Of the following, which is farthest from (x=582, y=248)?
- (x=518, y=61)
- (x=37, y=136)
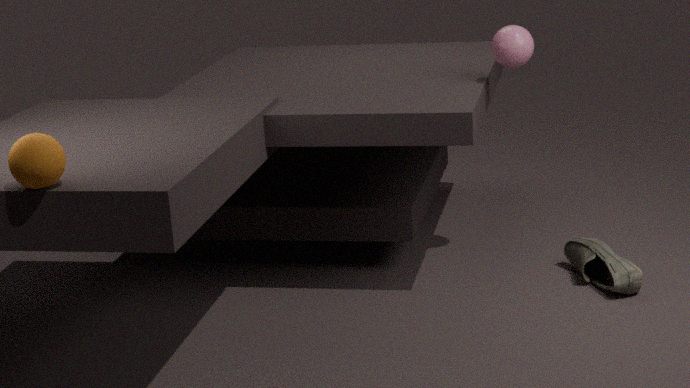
(x=37, y=136)
